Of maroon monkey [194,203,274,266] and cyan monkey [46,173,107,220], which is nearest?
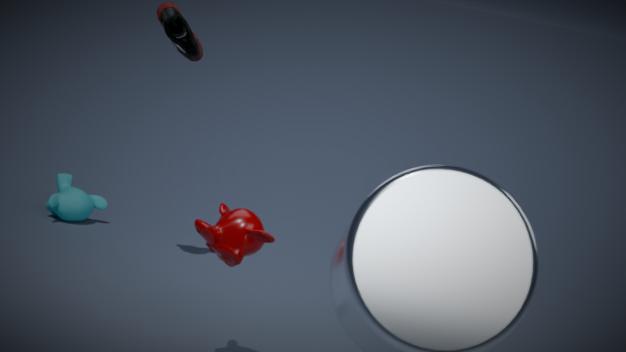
maroon monkey [194,203,274,266]
